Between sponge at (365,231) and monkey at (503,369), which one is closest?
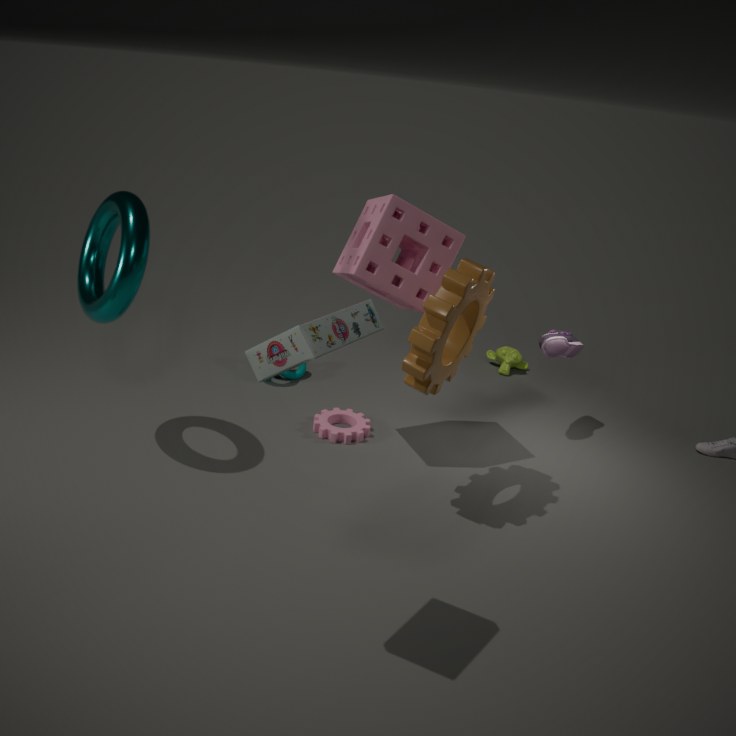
sponge at (365,231)
